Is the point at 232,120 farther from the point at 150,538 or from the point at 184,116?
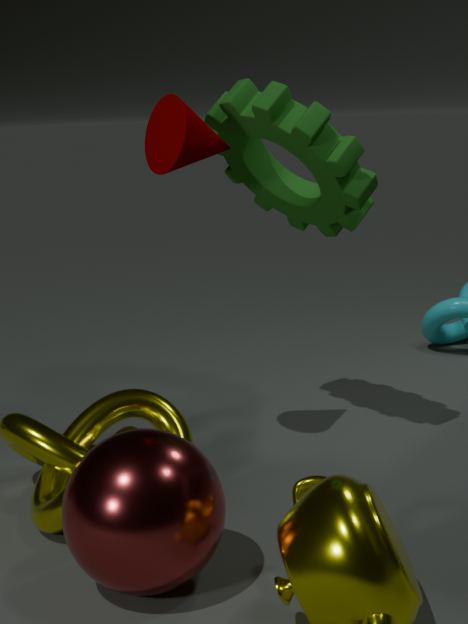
the point at 150,538
